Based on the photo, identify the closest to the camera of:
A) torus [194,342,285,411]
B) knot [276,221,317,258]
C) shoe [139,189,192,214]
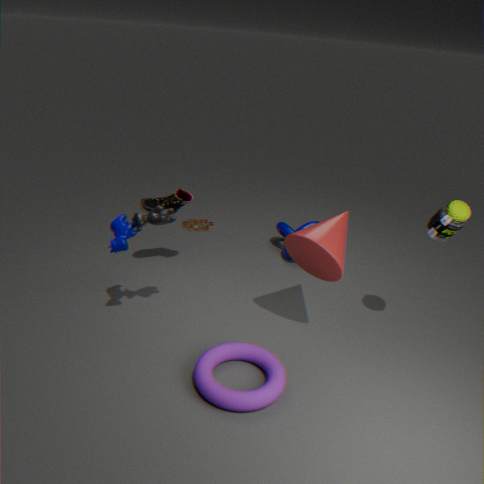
torus [194,342,285,411]
